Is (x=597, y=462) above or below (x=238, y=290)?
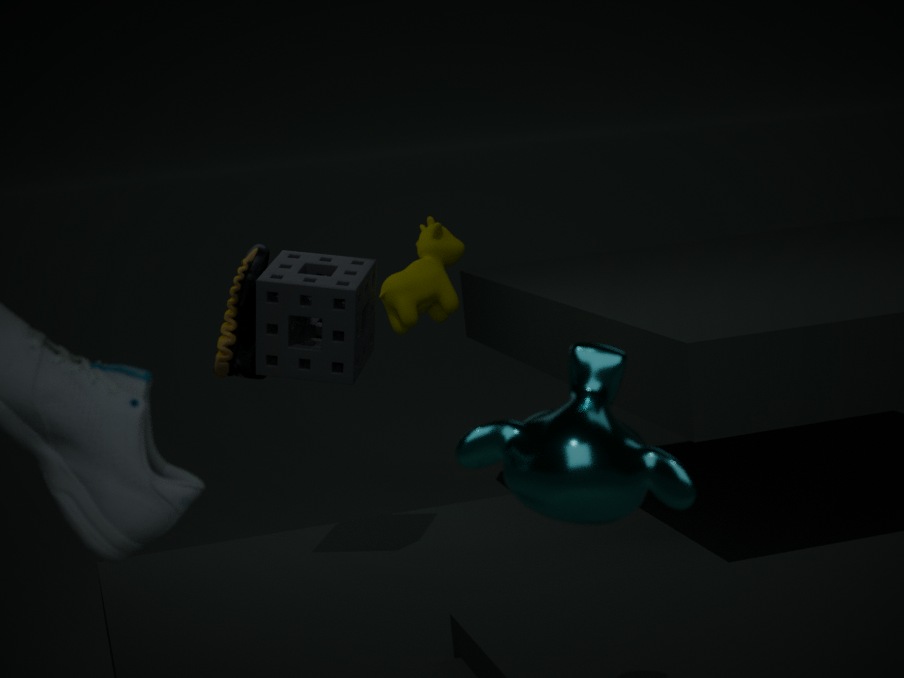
above
